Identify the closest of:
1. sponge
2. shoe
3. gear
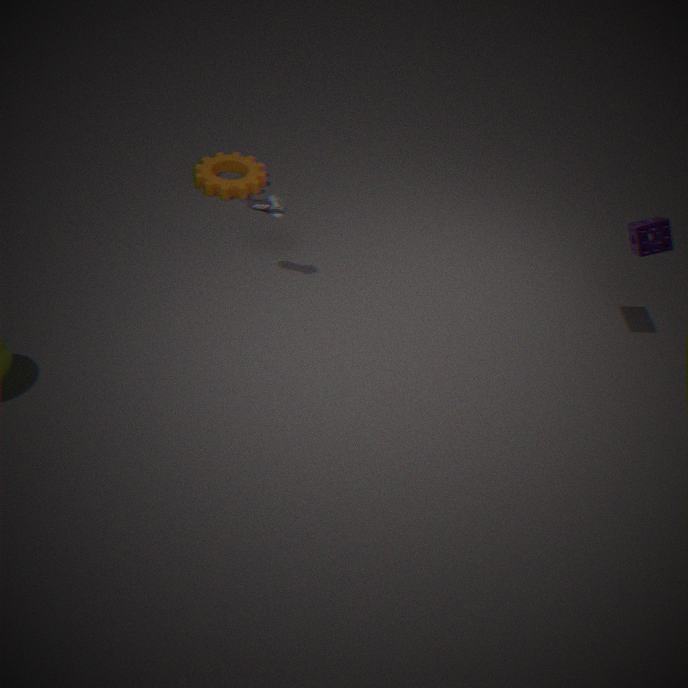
sponge
